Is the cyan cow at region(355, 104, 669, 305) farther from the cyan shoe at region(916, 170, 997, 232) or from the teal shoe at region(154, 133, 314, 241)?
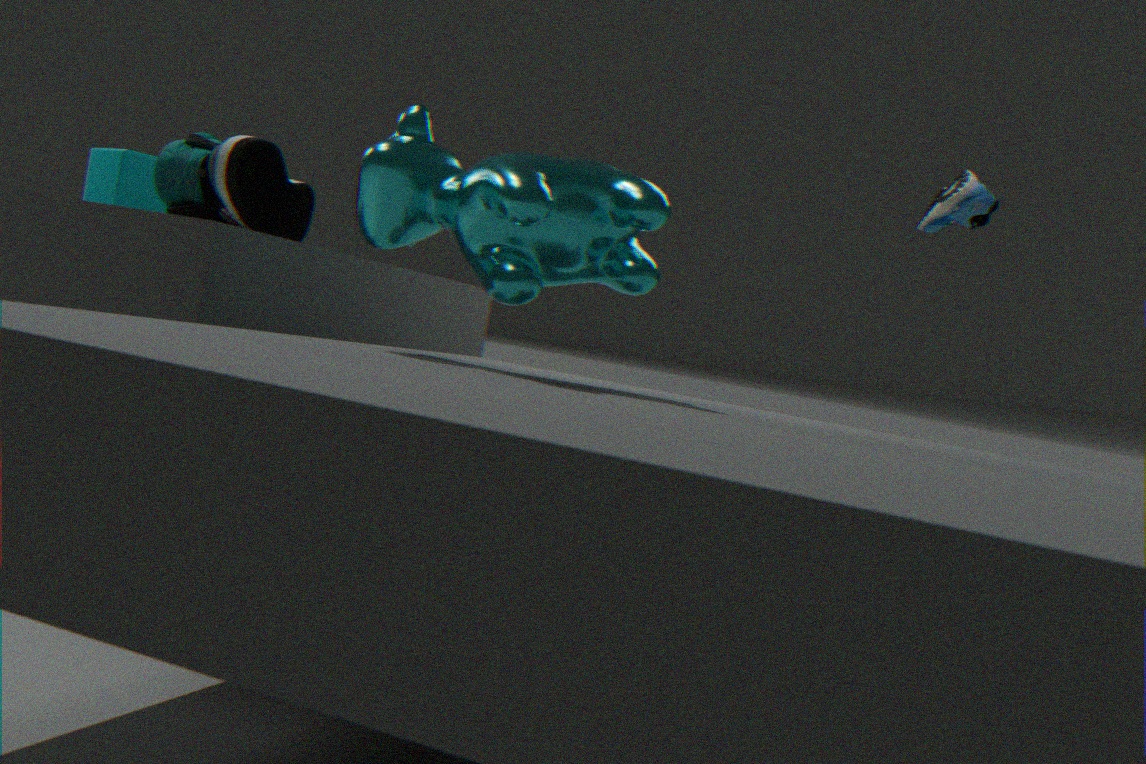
the cyan shoe at region(916, 170, 997, 232)
